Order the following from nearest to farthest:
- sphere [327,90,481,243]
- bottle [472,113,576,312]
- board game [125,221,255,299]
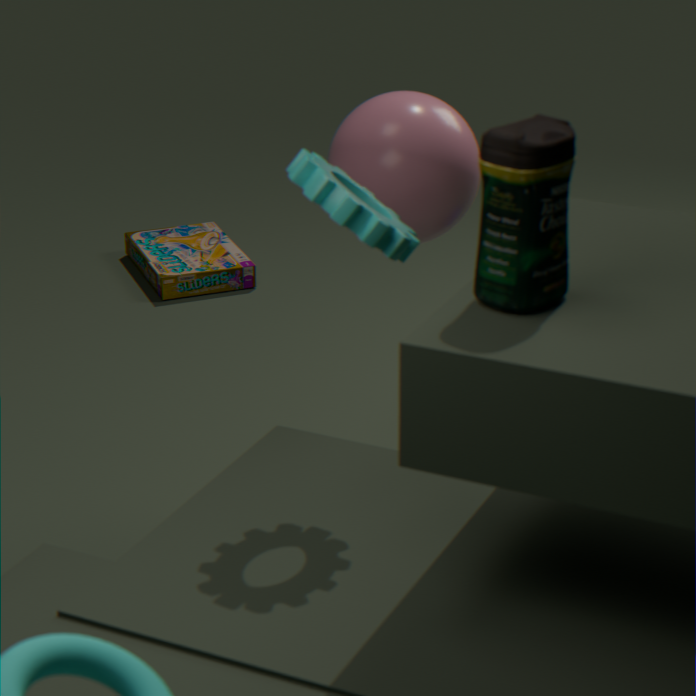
bottle [472,113,576,312], sphere [327,90,481,243], board game [125,221,255,299]
